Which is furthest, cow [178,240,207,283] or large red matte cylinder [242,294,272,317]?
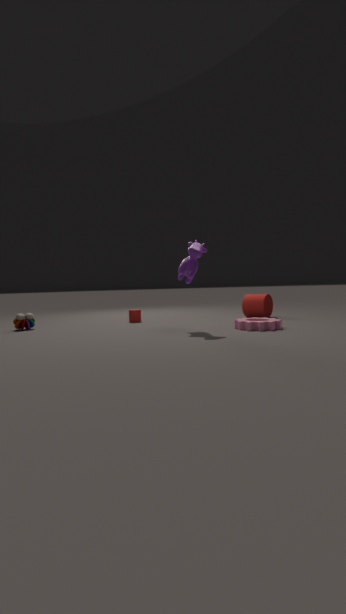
large red matte cylinder [242,294,272,317]
